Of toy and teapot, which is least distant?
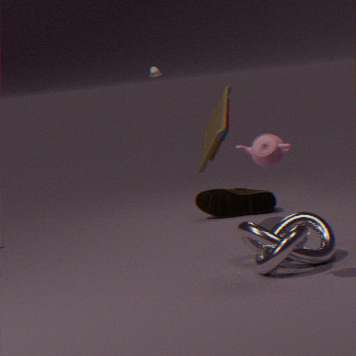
teapot
